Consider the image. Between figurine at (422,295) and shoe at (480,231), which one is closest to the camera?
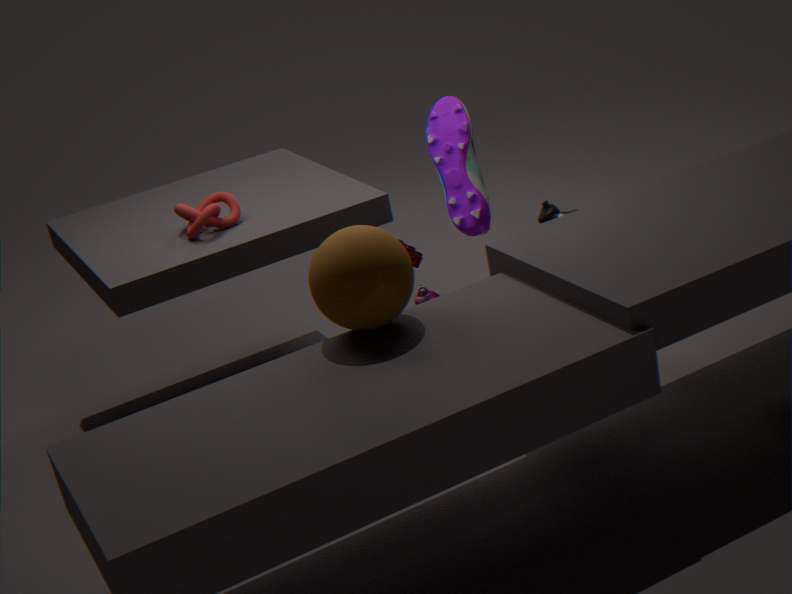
shoe at (480,231)
